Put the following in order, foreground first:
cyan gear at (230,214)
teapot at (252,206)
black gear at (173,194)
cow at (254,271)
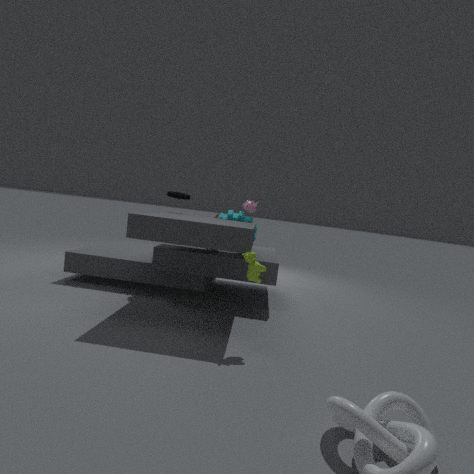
cow at (254,271) < black gear at (173,194) < cyan gear at (230,214) < teapot at (252,206)
